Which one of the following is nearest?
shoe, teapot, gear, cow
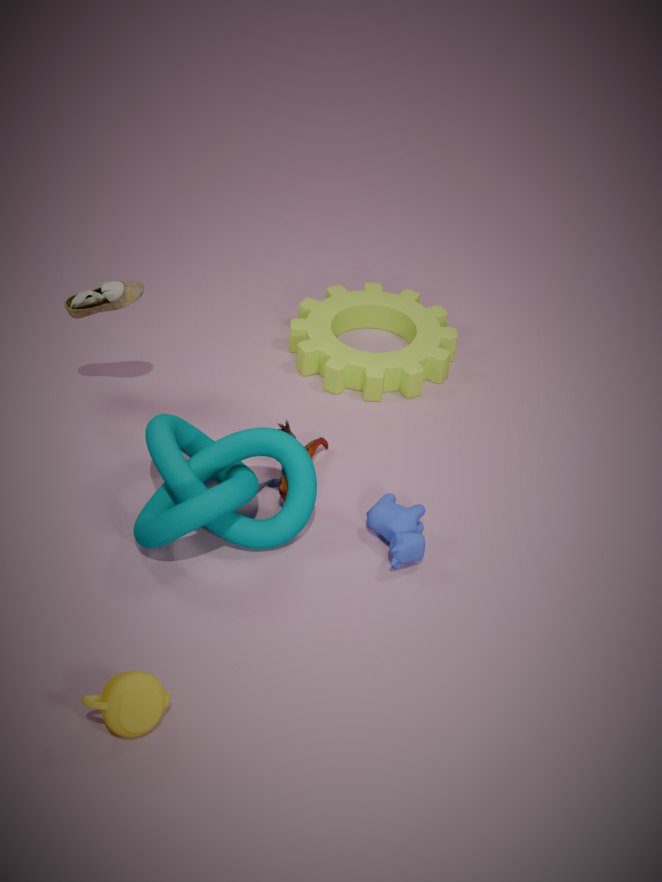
teapot
